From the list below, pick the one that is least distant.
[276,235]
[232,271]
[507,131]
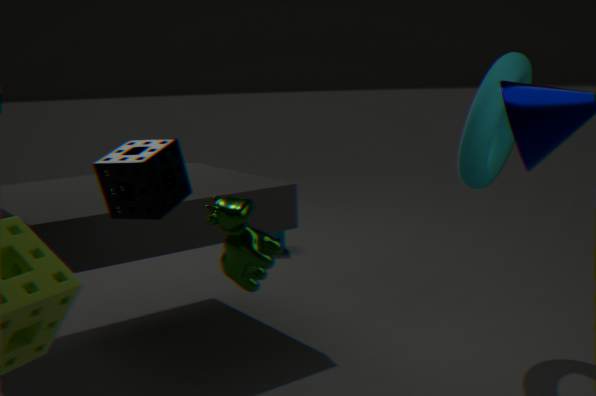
[232,271]
